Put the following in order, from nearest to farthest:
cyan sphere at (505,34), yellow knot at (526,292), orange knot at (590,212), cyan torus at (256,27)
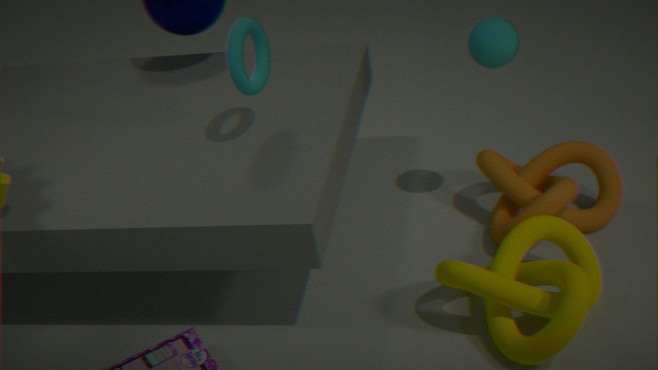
1. yellow knot at (526,292)
2. cyan torus at (256,27)
3. orange knot at (590,212)
4. cyan sphere at (505,34)
